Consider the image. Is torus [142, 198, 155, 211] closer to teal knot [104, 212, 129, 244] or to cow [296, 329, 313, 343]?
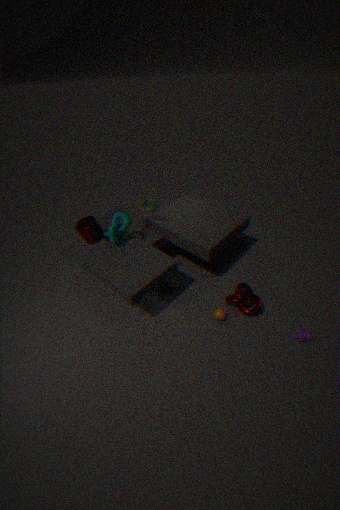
teal knot [104, 212, 129, 244]
